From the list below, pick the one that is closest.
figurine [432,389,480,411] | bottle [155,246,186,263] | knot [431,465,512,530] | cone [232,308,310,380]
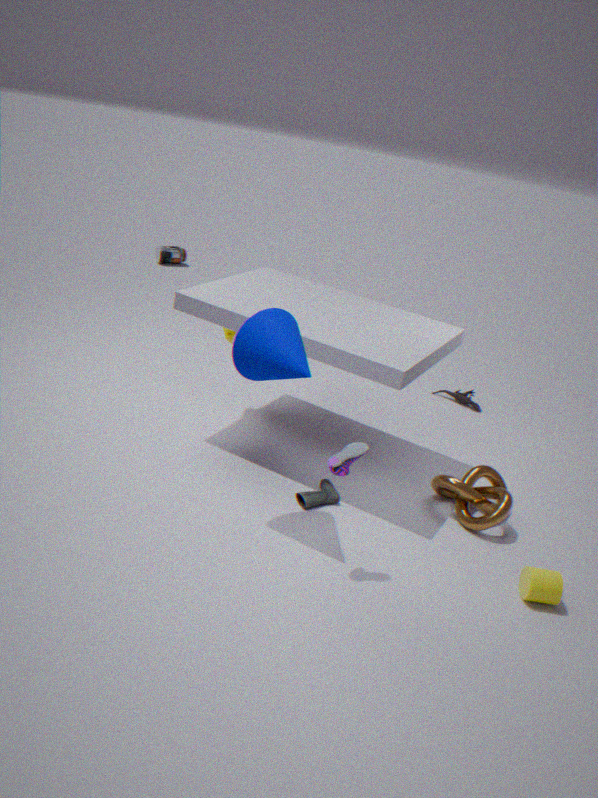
cone [232,308,310,380]
